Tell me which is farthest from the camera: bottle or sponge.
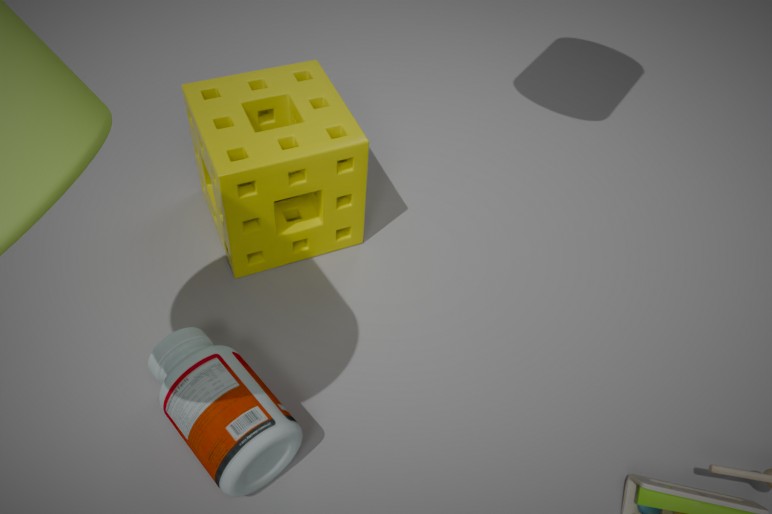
sponge
